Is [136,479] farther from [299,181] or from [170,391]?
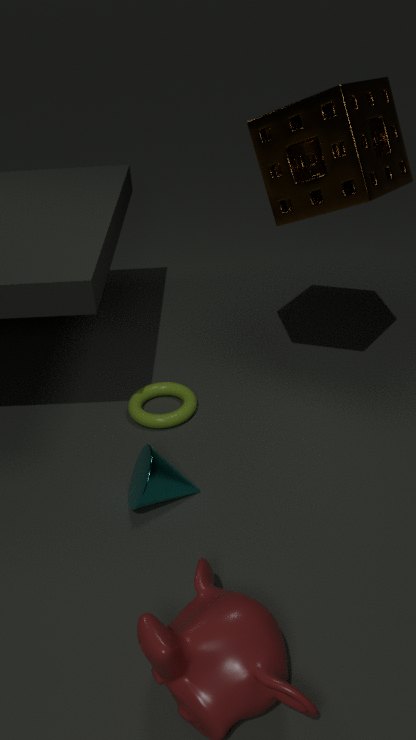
[299,181]
